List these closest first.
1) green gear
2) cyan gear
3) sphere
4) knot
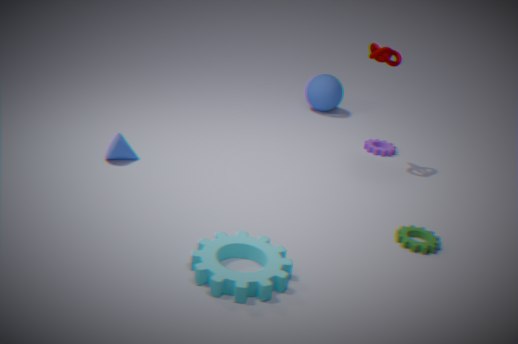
2. cyan gear
1. green gear
4. knot
3. sphere
